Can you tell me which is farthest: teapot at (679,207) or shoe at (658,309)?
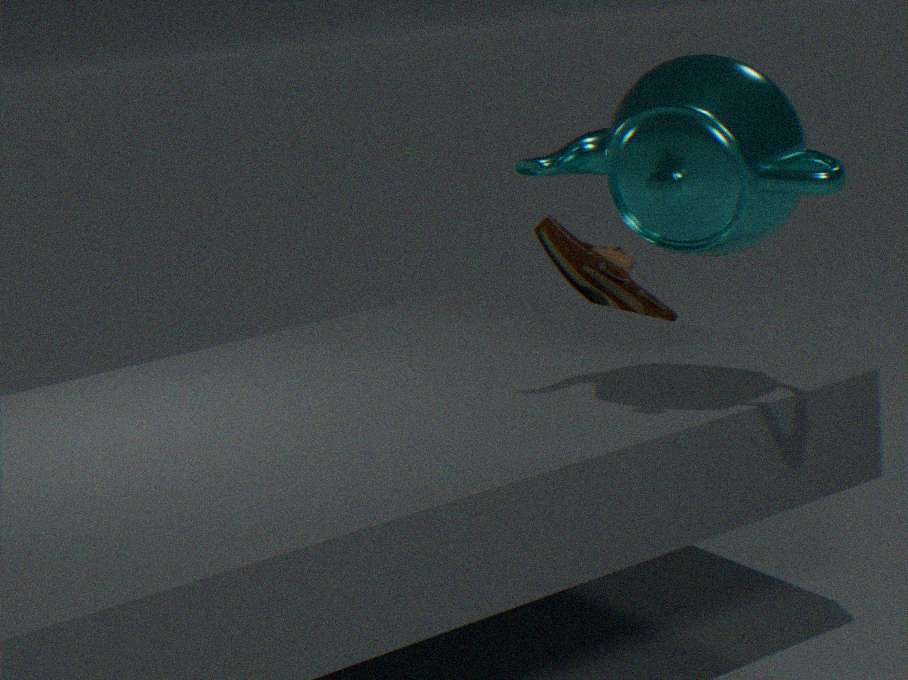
shoe at (658,309)
